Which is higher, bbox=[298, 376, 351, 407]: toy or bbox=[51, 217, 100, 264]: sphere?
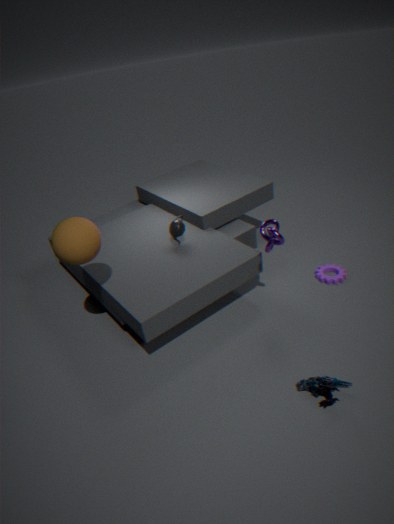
bbox=[51, 217, 100, 264]: sphere
